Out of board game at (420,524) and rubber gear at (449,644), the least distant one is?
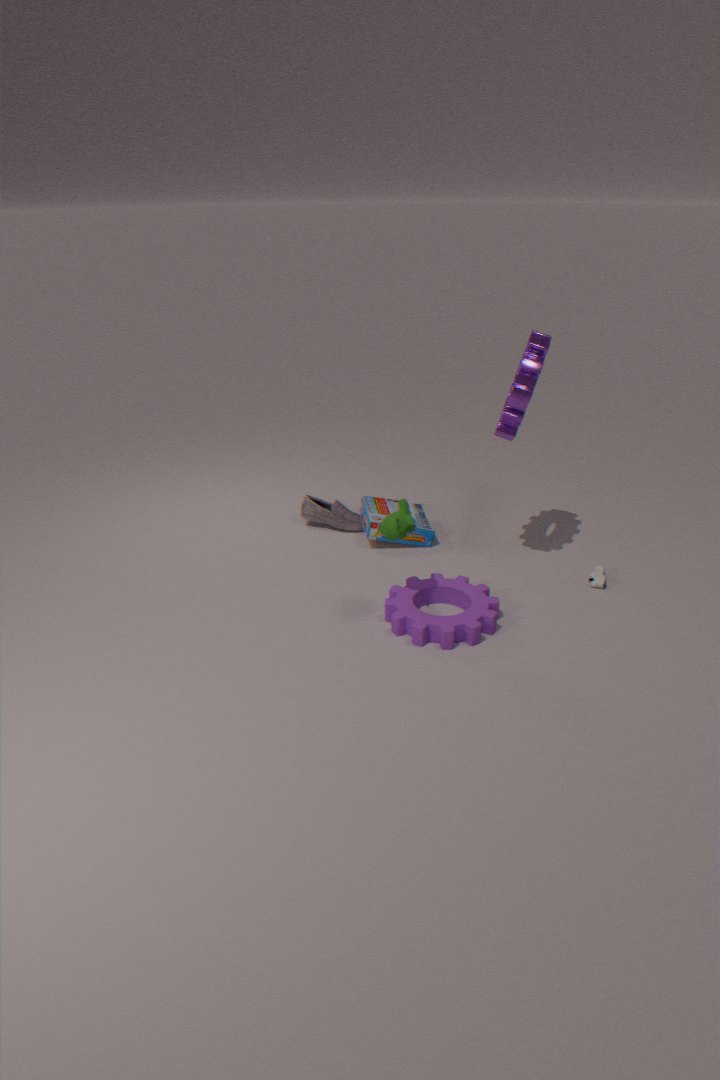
rubber gear at (449,644)
